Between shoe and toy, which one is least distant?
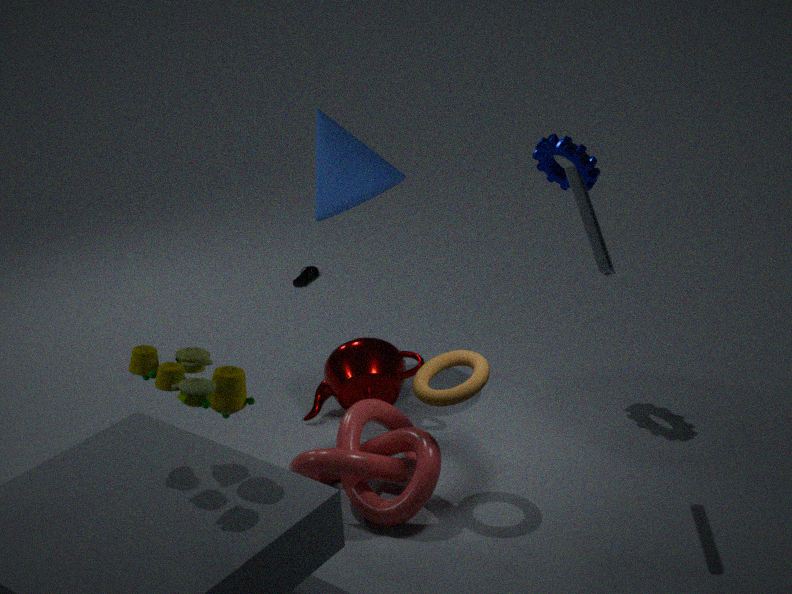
toy
